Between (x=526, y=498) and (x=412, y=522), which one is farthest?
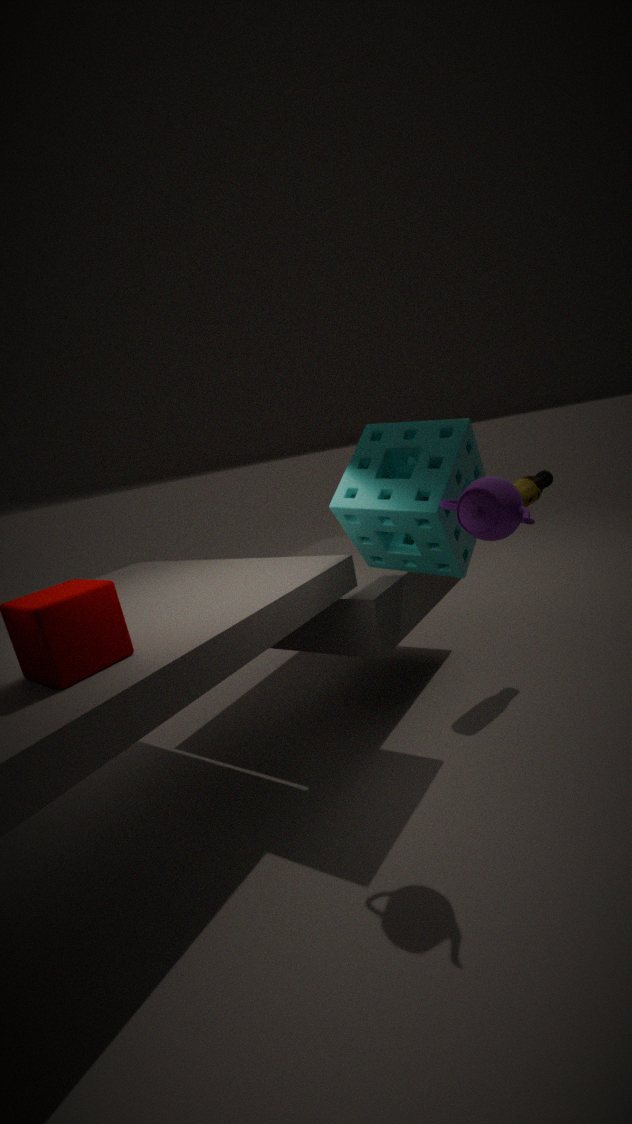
(x=526, y=498)
